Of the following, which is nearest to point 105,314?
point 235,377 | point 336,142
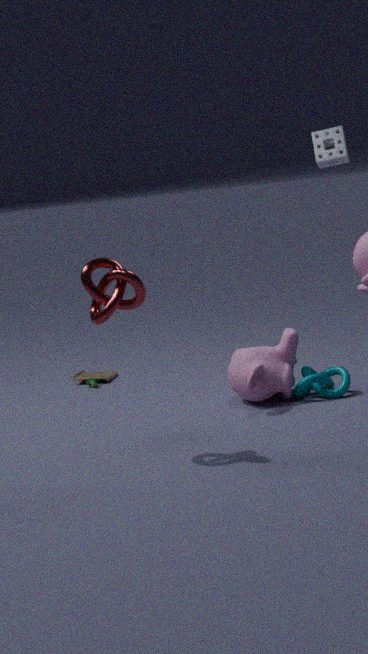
point 235,377
